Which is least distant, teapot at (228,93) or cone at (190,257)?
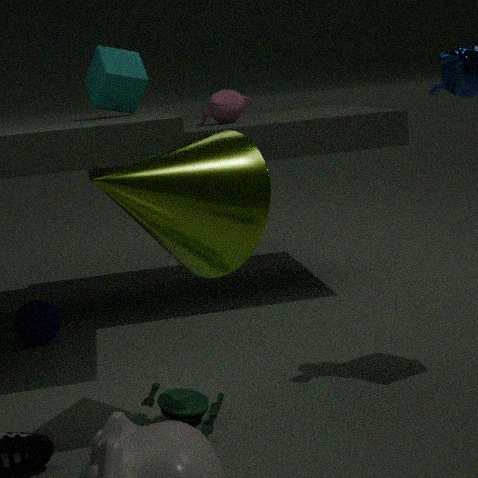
cone at (190,257)
